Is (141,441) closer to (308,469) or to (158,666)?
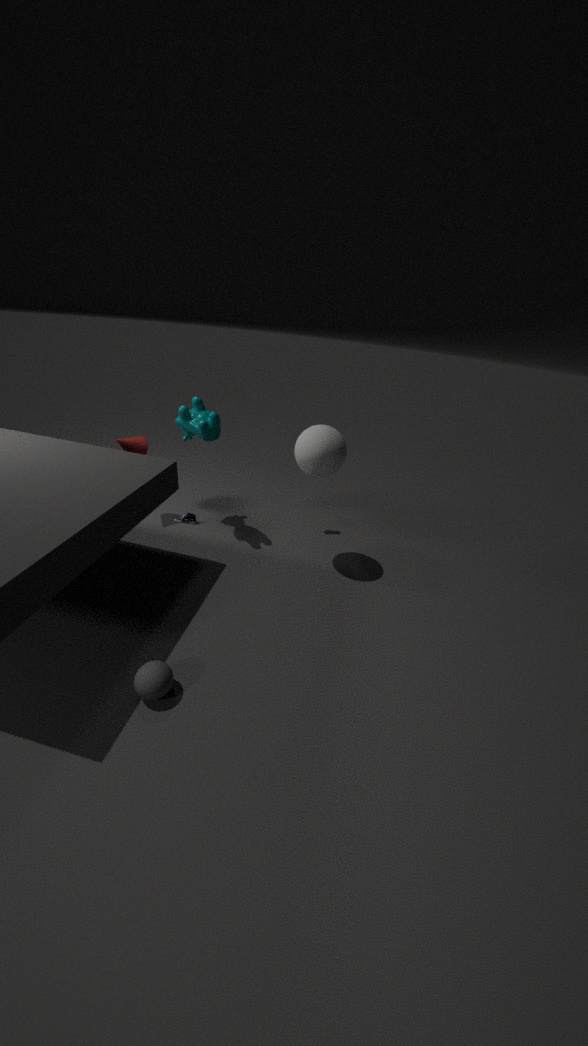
(308,469)
